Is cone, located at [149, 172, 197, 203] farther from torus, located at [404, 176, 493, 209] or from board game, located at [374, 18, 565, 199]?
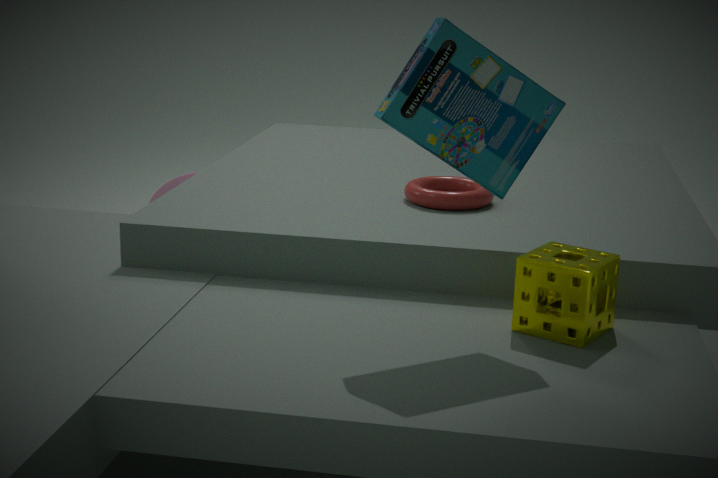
board game, located at [374, 18, 565, 199]
